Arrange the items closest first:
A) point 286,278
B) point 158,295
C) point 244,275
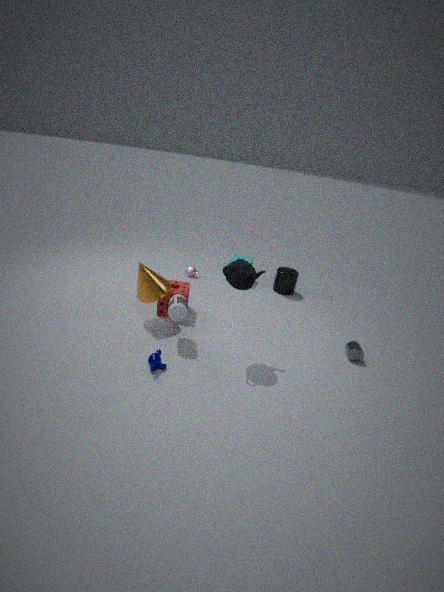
point 244,275 < point 158,295 < point 286,278
